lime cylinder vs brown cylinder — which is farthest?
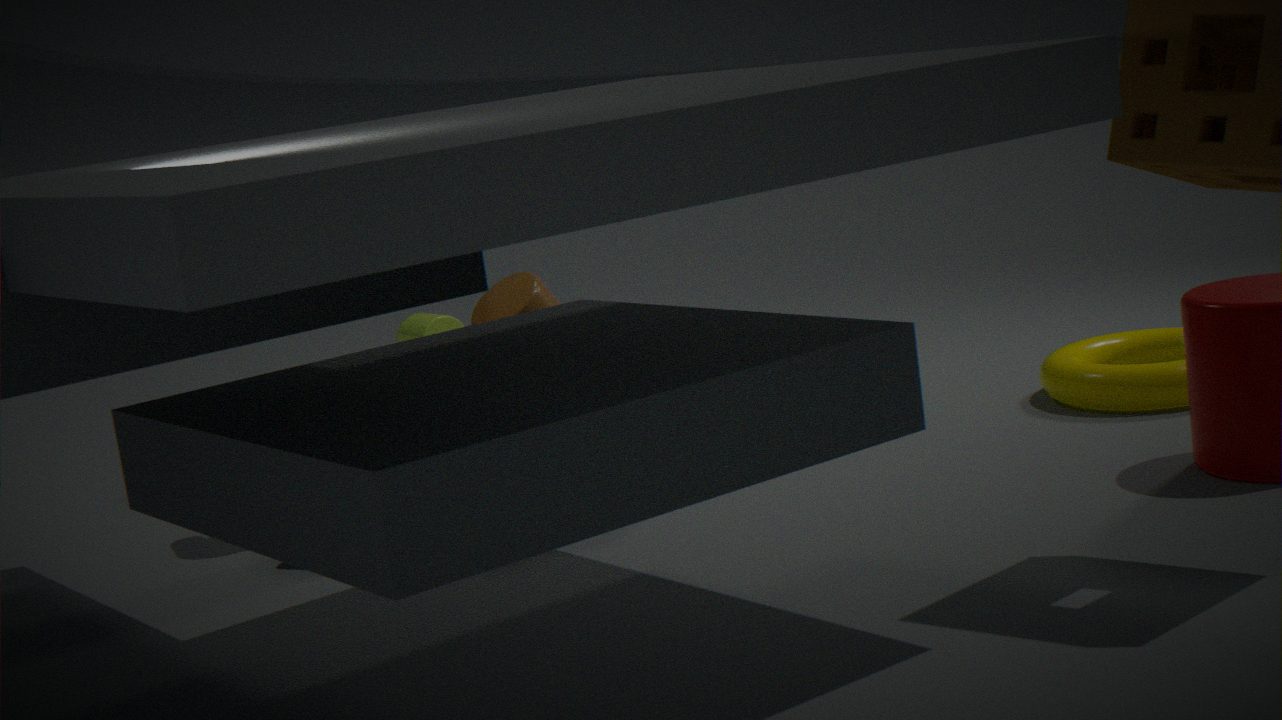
lime cylinder
